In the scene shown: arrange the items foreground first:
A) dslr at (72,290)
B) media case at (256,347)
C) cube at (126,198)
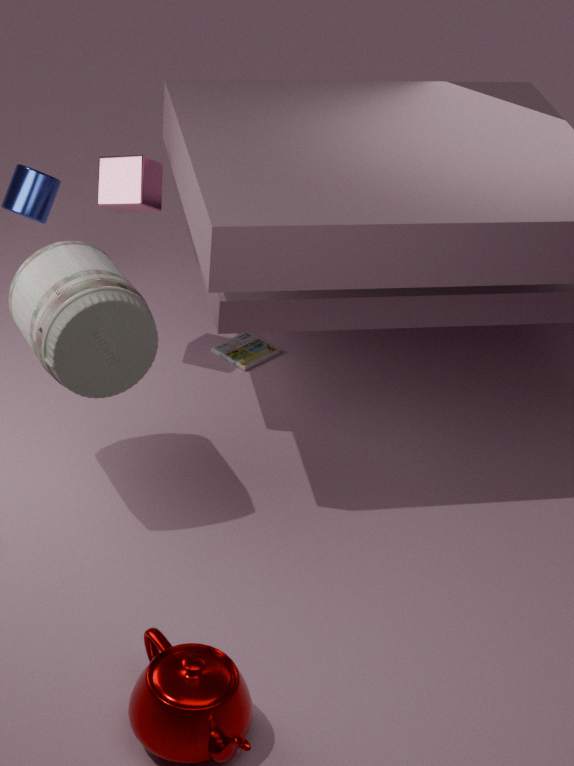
1. dslr at (72,290)
2. cube at (126,198)
3. media case at (256,347)
